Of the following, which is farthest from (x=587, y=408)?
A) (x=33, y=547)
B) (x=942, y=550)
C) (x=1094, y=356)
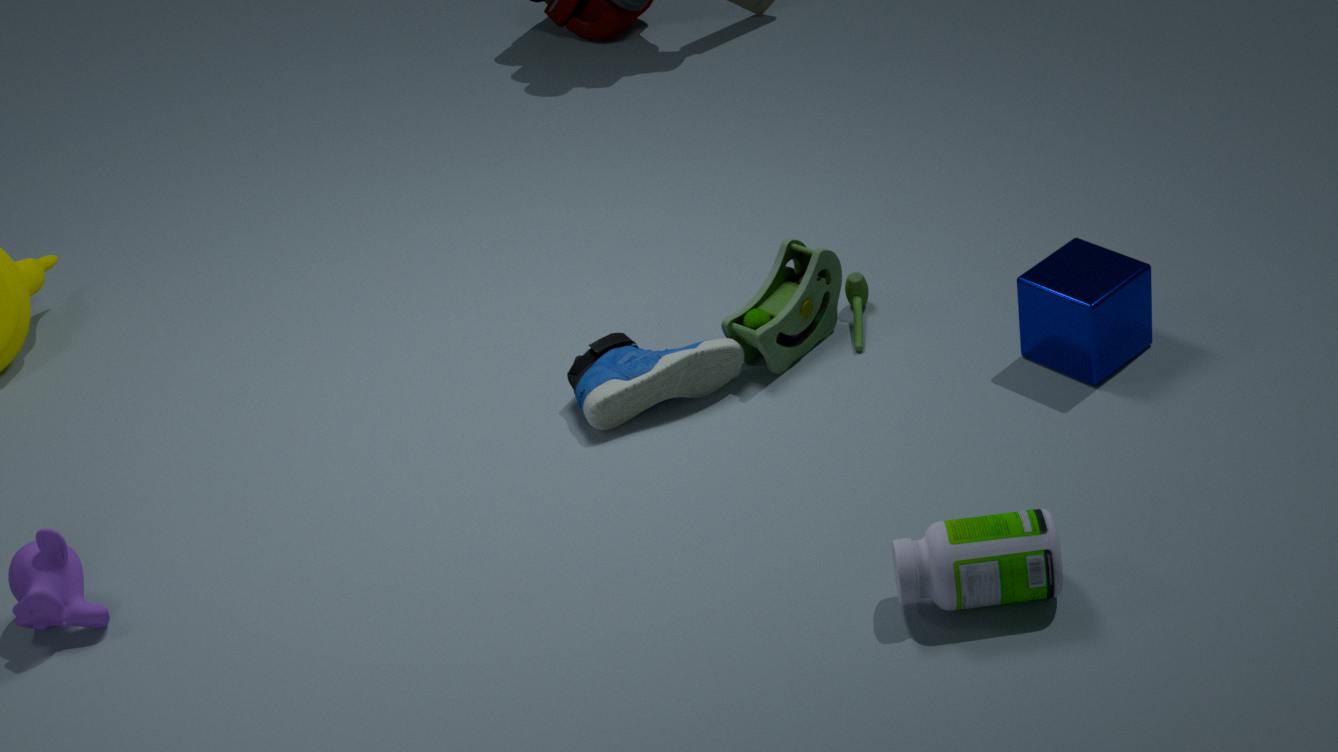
(x=33, y=547)
